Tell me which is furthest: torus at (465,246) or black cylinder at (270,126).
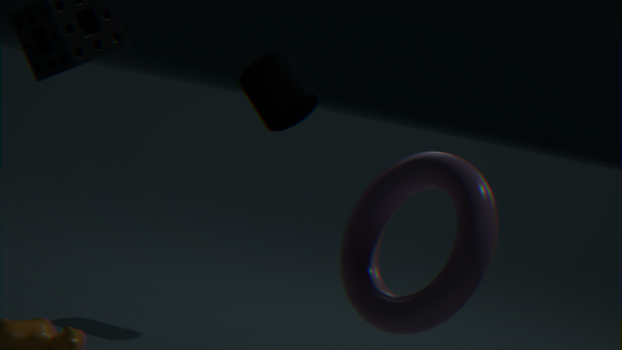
black cylinder at (270,126)
